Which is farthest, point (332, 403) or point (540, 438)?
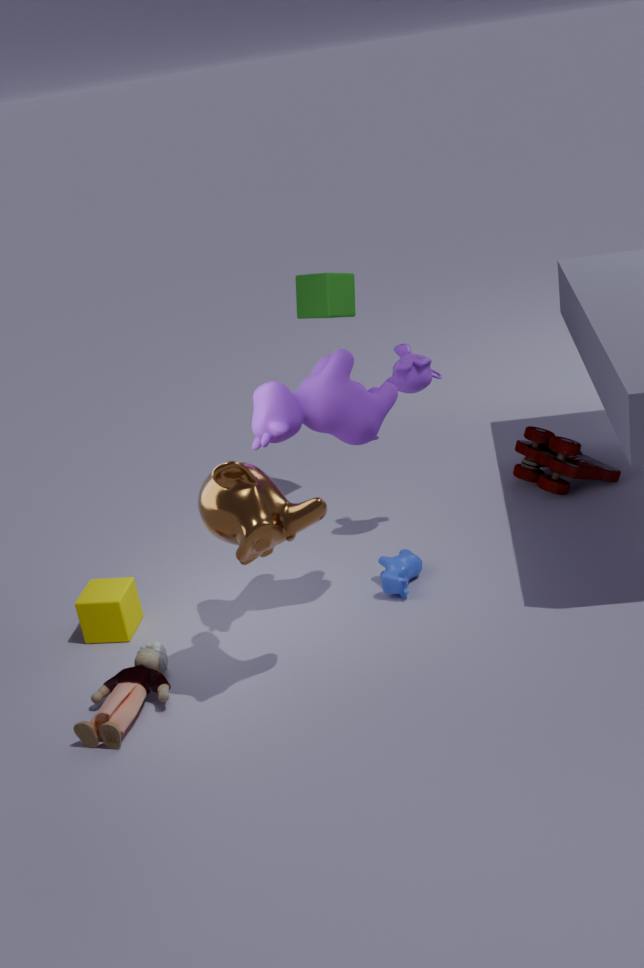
point (540, 438)
